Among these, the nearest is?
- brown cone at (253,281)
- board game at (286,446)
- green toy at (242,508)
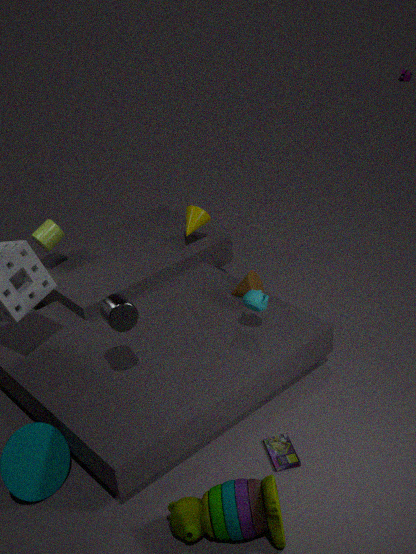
green toy at (242,508)
